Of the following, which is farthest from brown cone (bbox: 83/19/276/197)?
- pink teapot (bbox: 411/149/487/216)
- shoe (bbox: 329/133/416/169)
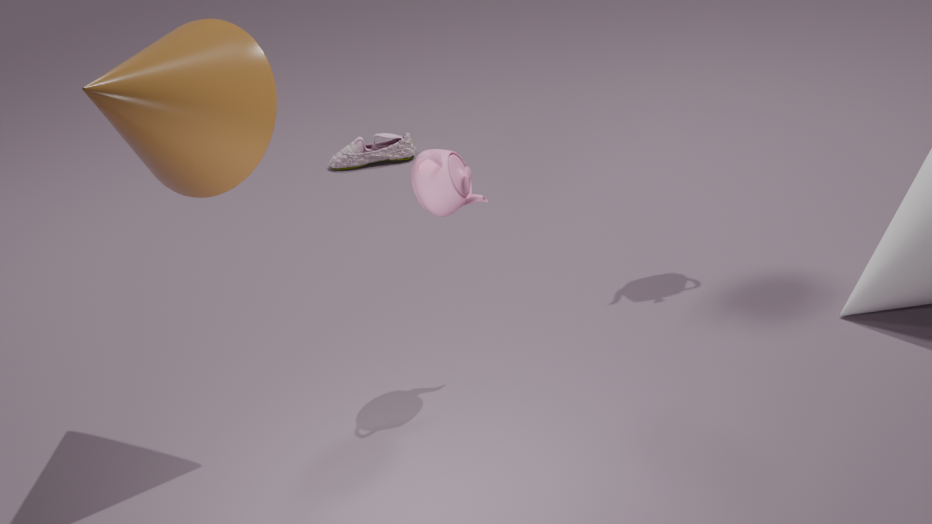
shoe (bbox: 329/133/416/169)
